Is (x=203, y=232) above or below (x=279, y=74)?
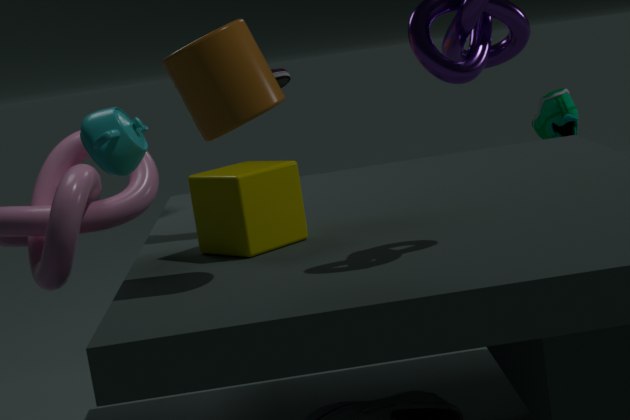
below
